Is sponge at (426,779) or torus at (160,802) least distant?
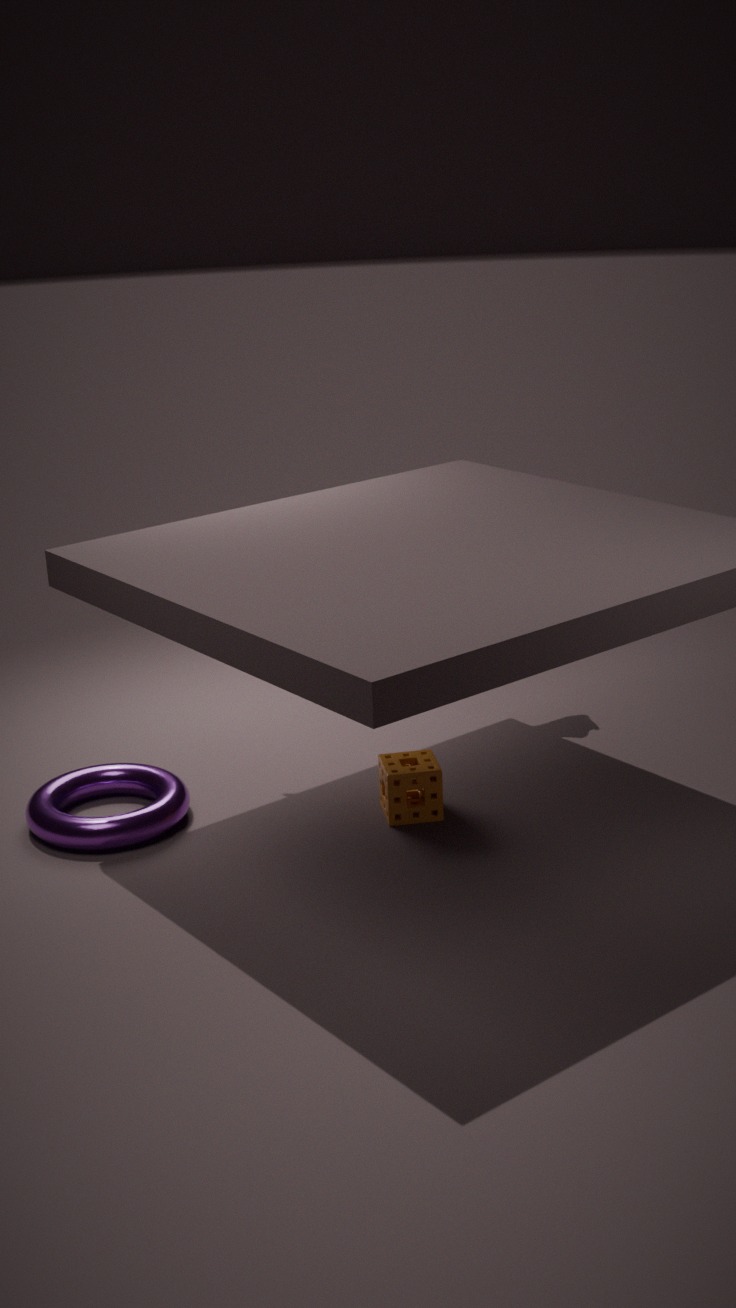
torus at (160,802)
